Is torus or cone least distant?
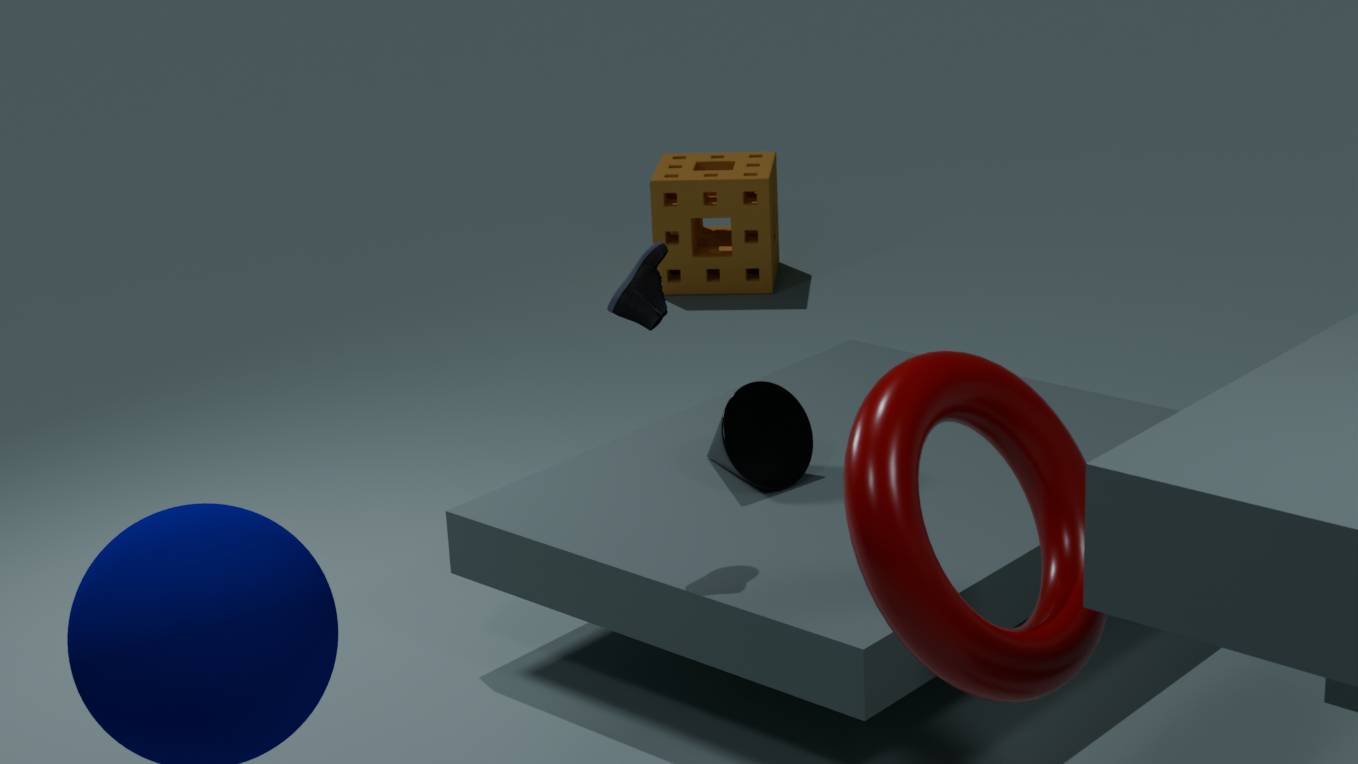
torus
